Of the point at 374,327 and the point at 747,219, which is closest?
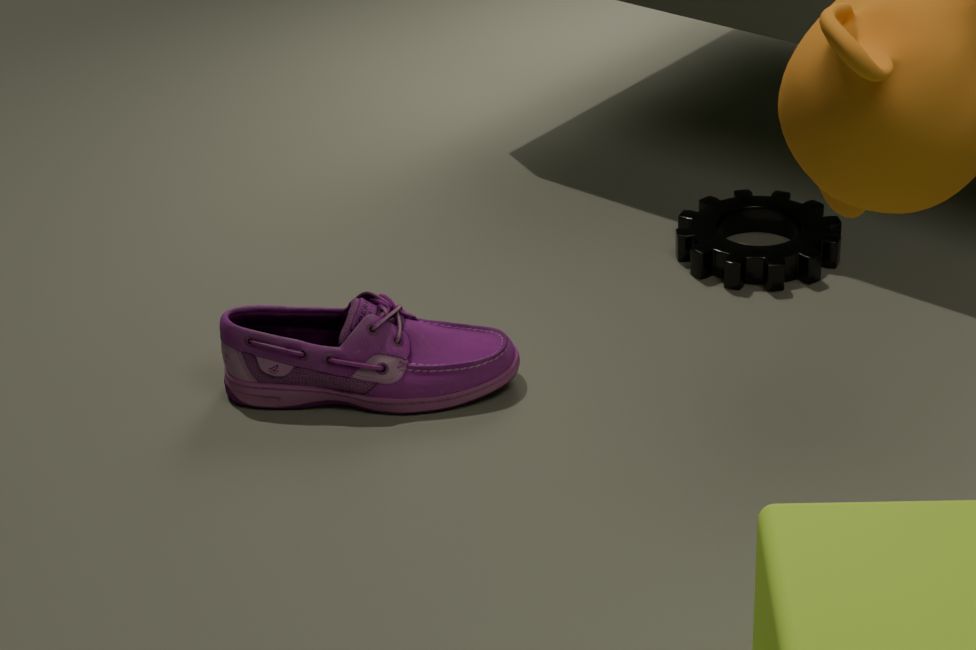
the point at 374,327
